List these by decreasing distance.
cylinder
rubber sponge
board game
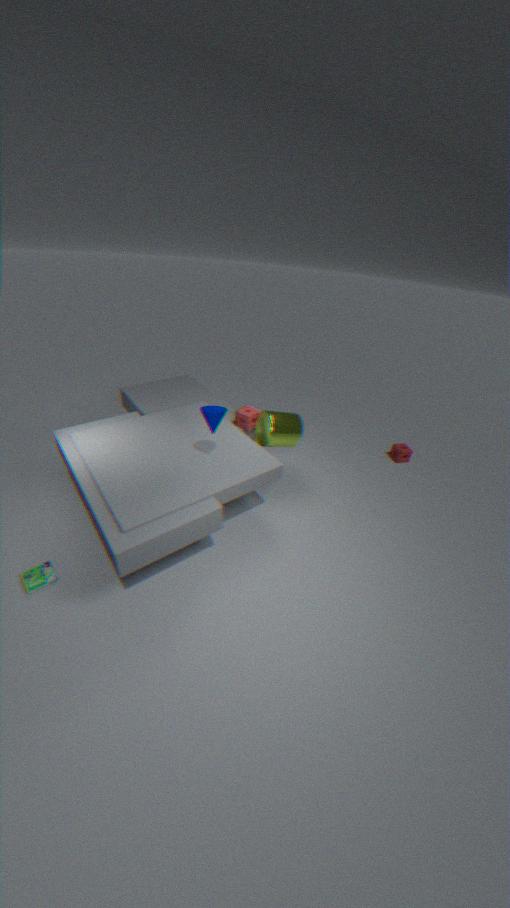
rubber sponge, cylinder, board game
